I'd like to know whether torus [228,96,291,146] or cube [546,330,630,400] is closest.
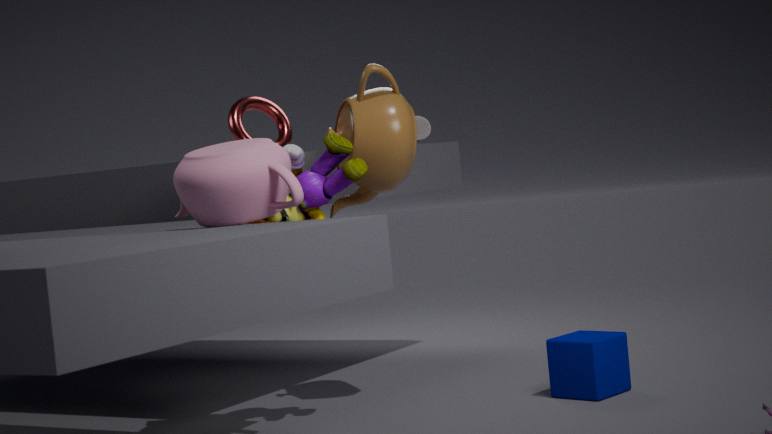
cube [546,330,630,400]
